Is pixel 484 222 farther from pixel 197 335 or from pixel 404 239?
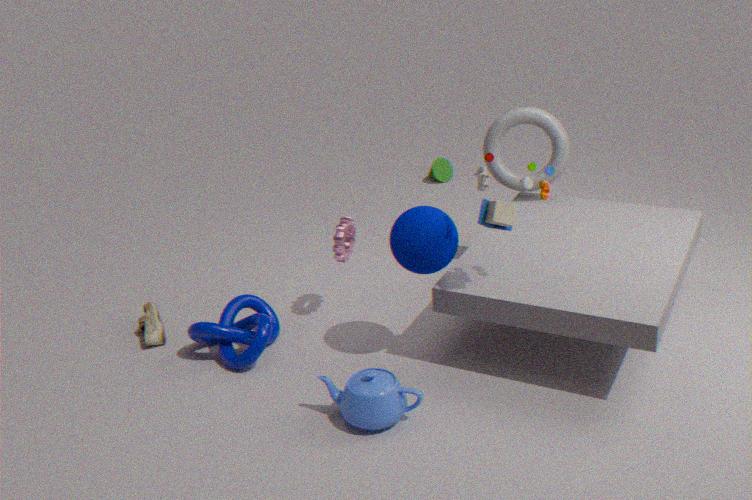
pixel 197 335
